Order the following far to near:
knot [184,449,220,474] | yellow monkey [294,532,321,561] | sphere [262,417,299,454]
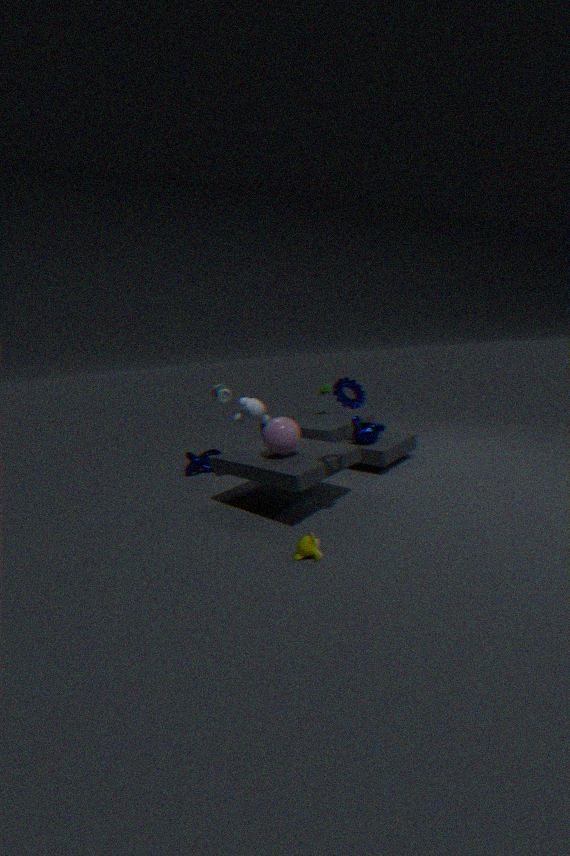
knot [184,449,220,474] → sphere [262,417,299,454] → yellow monkey [294,532,321,561]
